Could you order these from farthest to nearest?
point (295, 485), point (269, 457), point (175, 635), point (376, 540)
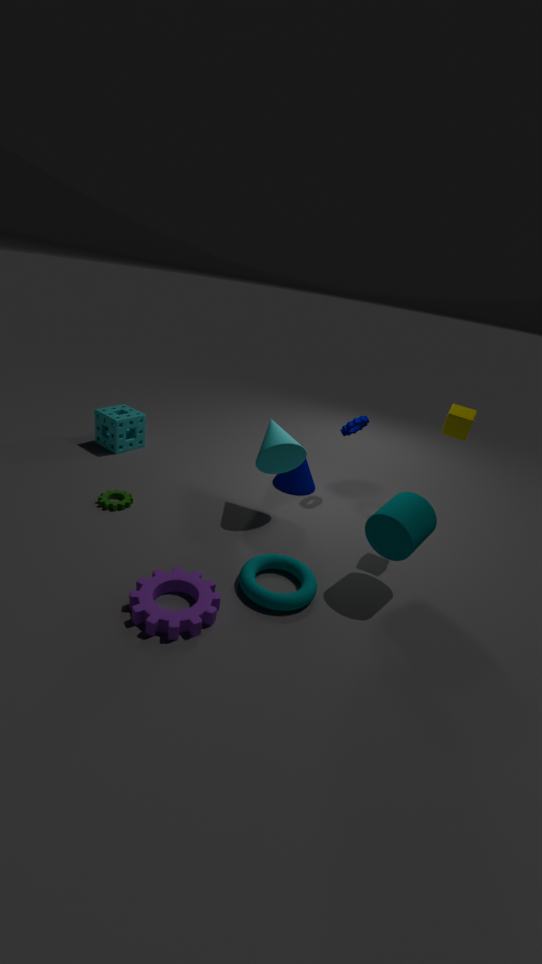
point (295, 485) < point (269, 457) < point (376, 540) < point (175, 635)
